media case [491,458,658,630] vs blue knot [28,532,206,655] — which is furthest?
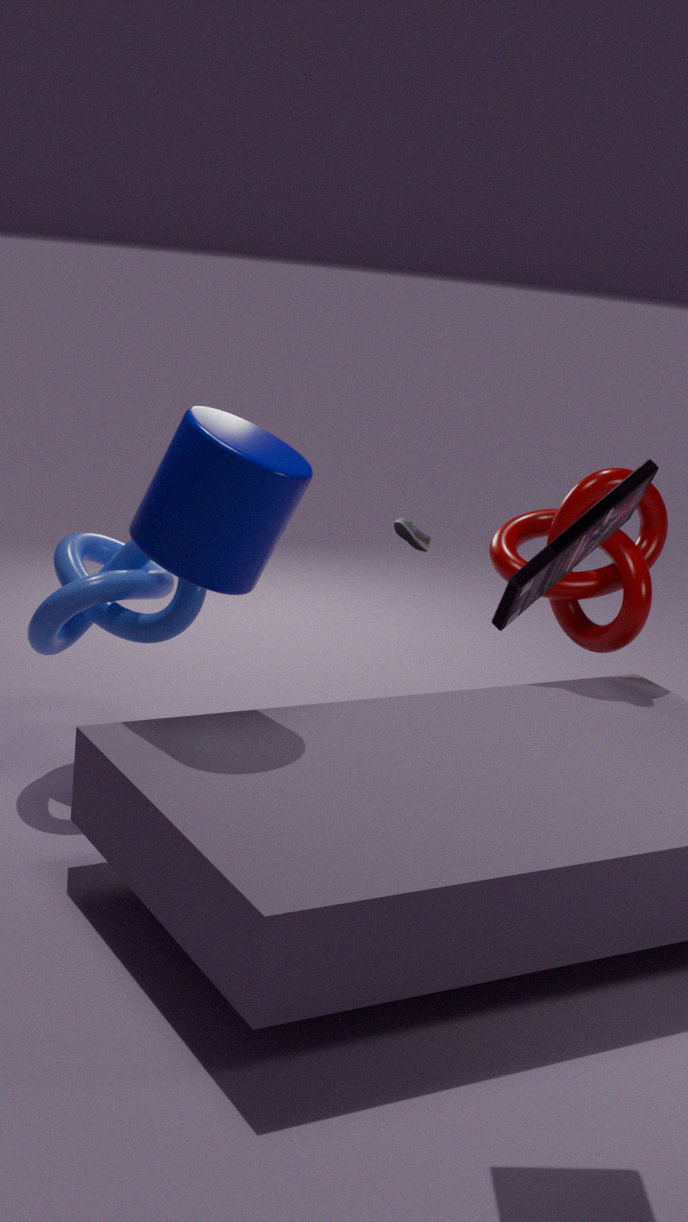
blue knot [28,532,206,655]
